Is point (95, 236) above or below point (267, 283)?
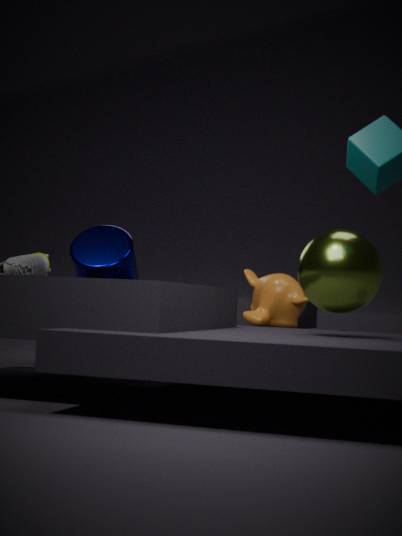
above
